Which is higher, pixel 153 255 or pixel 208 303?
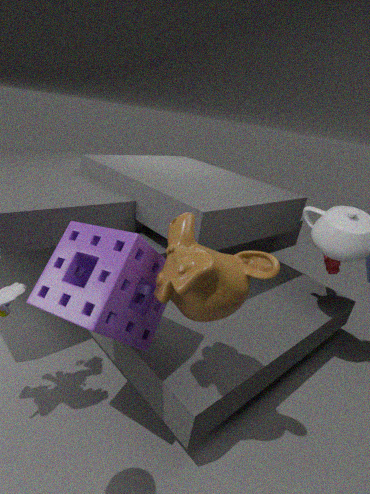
pixel 208 303
